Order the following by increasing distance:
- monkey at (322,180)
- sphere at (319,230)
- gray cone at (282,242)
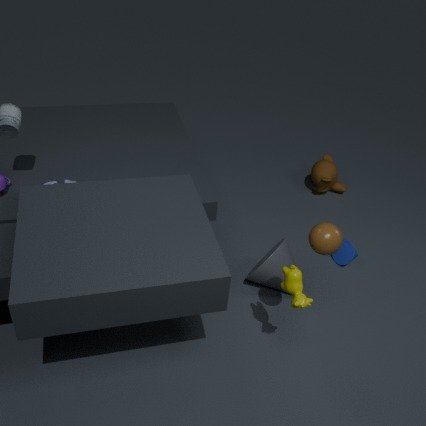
sphere at (319,230)
gray cone at (282,242)
monkey at (322,180)
